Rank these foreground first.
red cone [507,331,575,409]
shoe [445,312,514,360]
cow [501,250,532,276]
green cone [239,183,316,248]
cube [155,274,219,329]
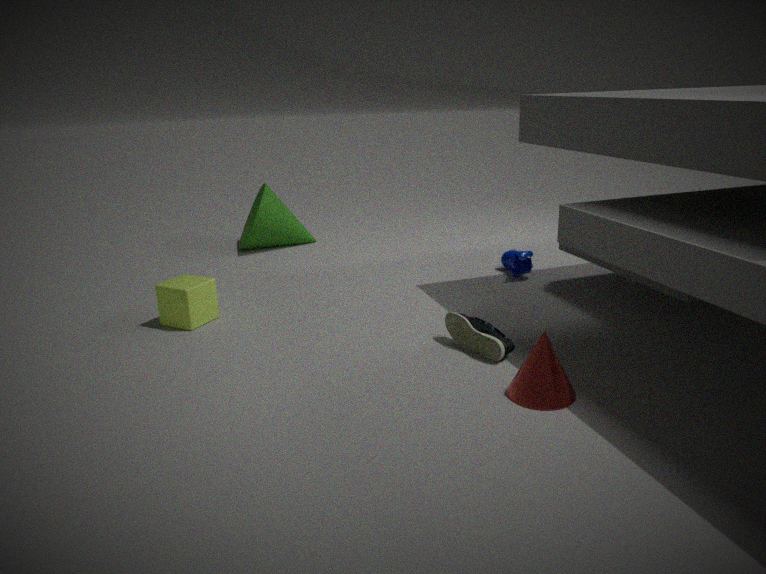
red cone [507,331,575,409] < shoe [445,312,514,360] < cube [155,274,219,329] < cow [501,250,532,276] < green cone [239,183,316,248]
